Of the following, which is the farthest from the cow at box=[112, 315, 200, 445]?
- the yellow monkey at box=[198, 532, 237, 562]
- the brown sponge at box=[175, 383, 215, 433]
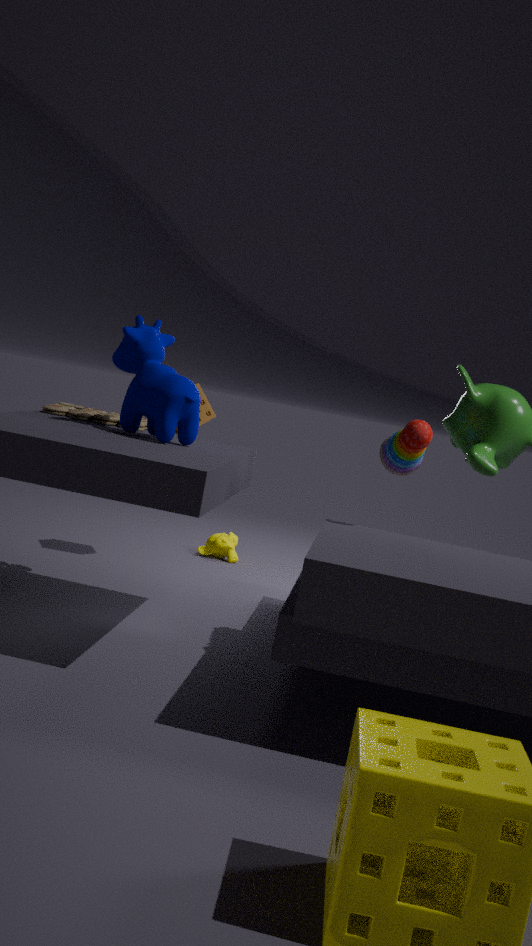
the yellow monkey at box=[198, 532, 237, 562]
